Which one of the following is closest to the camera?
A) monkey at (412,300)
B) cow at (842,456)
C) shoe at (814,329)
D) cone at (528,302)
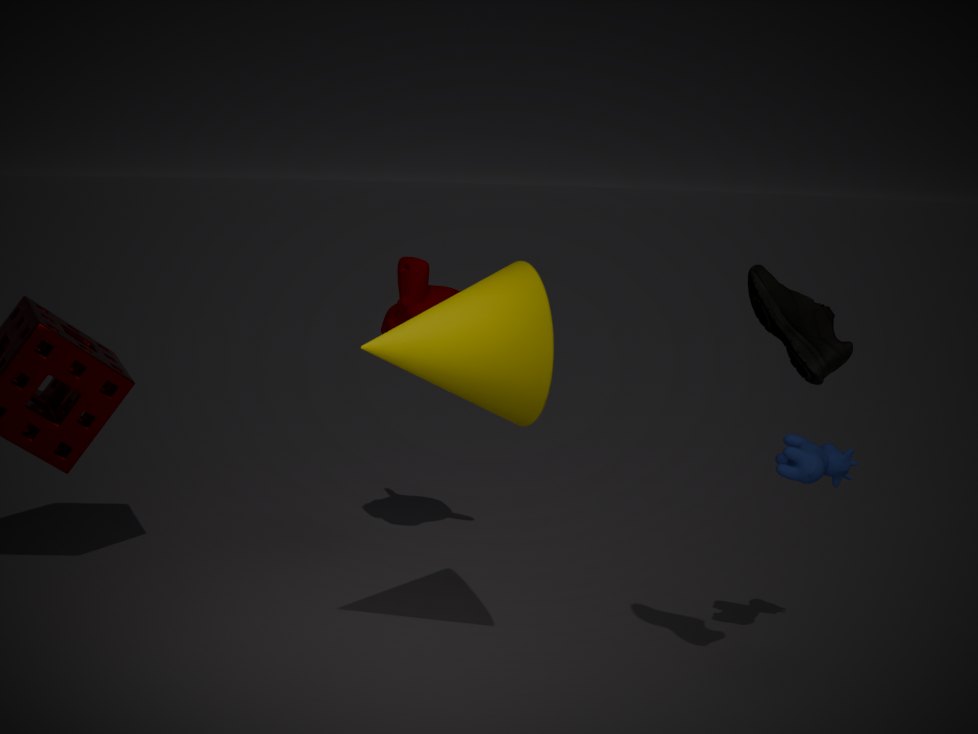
shoe at (814,329)
